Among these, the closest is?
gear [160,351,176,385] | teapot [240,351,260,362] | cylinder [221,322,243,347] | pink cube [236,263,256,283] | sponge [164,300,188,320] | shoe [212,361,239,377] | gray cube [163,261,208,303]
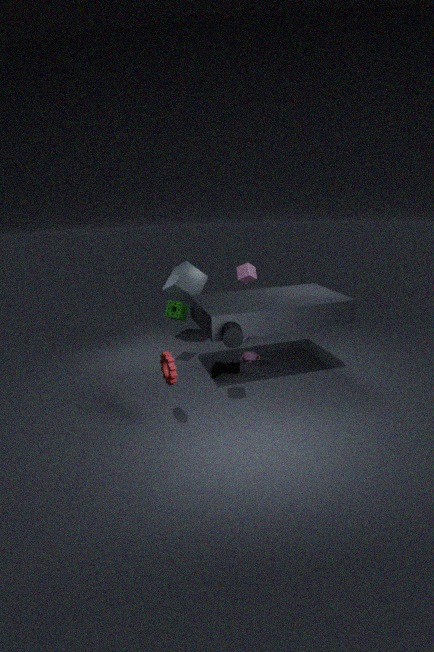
gear [160,351,176,385]
